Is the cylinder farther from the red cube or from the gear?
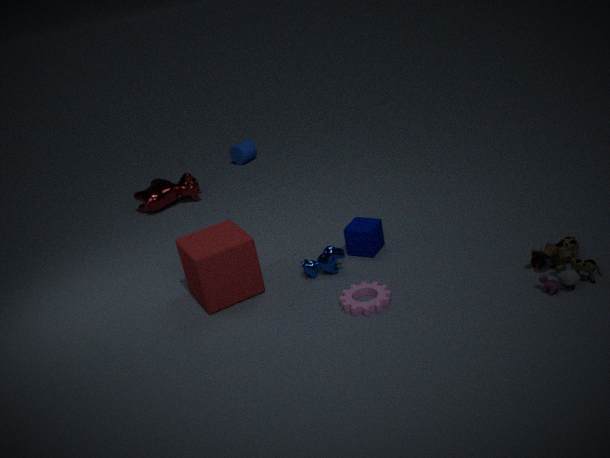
the gear
